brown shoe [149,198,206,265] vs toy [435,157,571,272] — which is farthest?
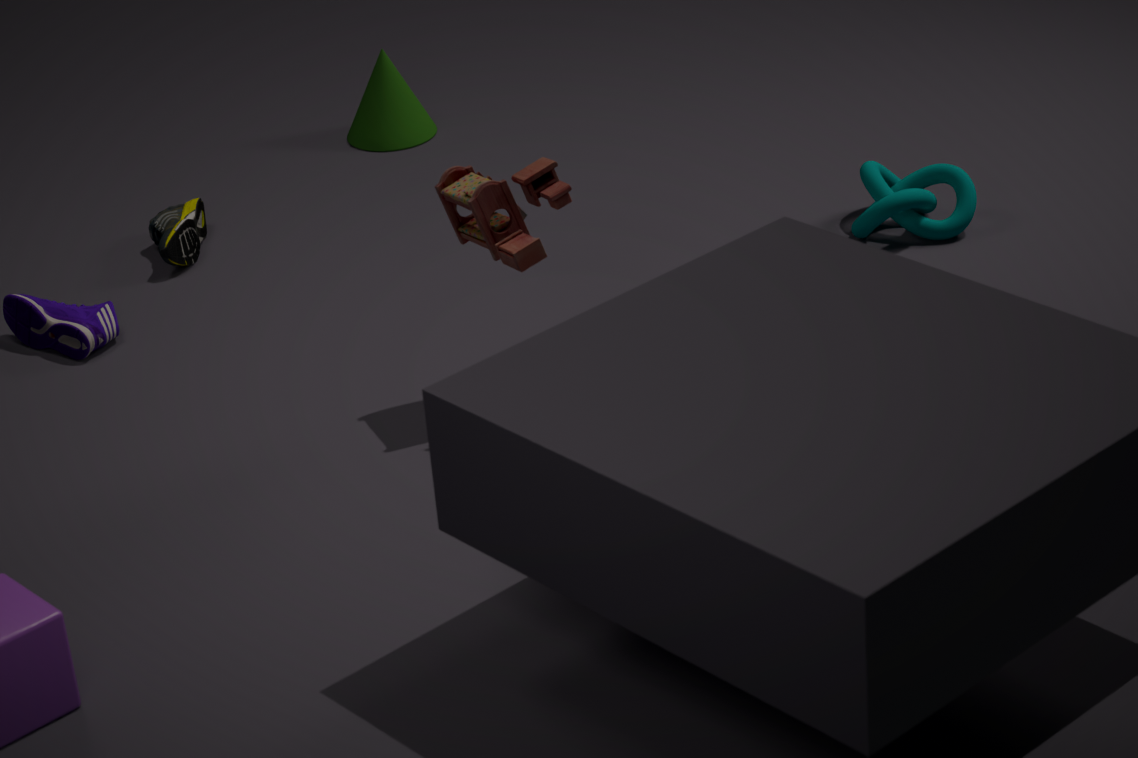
brown shoe [149,198,206,265]
